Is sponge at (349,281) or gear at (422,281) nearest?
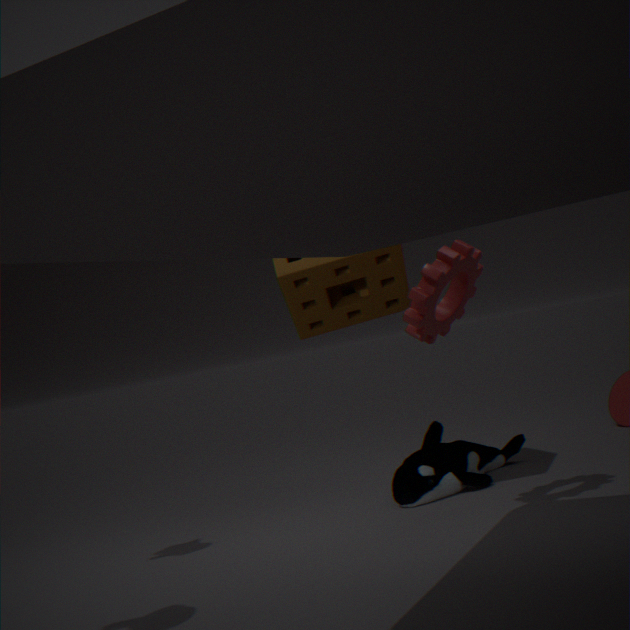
gear at (422,281)
